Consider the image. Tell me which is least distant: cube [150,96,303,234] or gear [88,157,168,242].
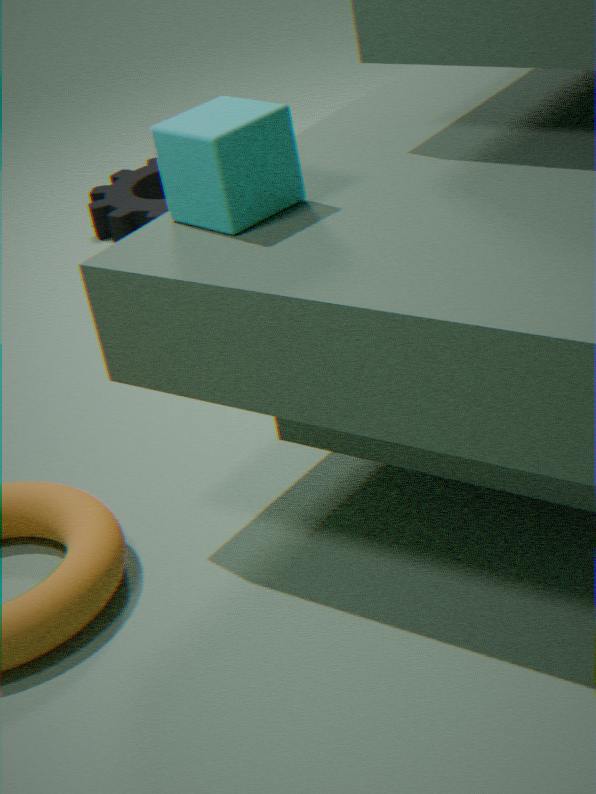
cube [150,96,303,234]
